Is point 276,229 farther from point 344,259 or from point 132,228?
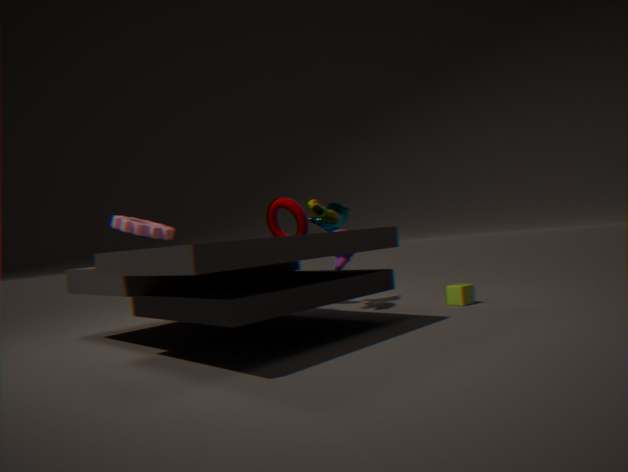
point 132,228
